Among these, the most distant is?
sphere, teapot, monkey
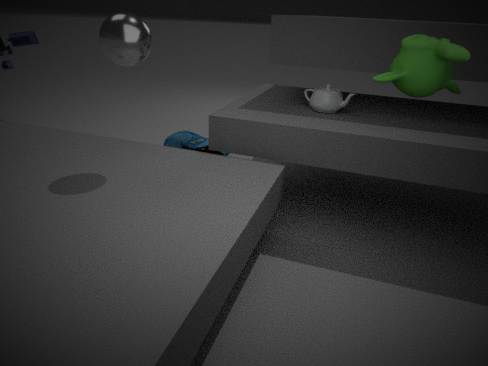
teapot
